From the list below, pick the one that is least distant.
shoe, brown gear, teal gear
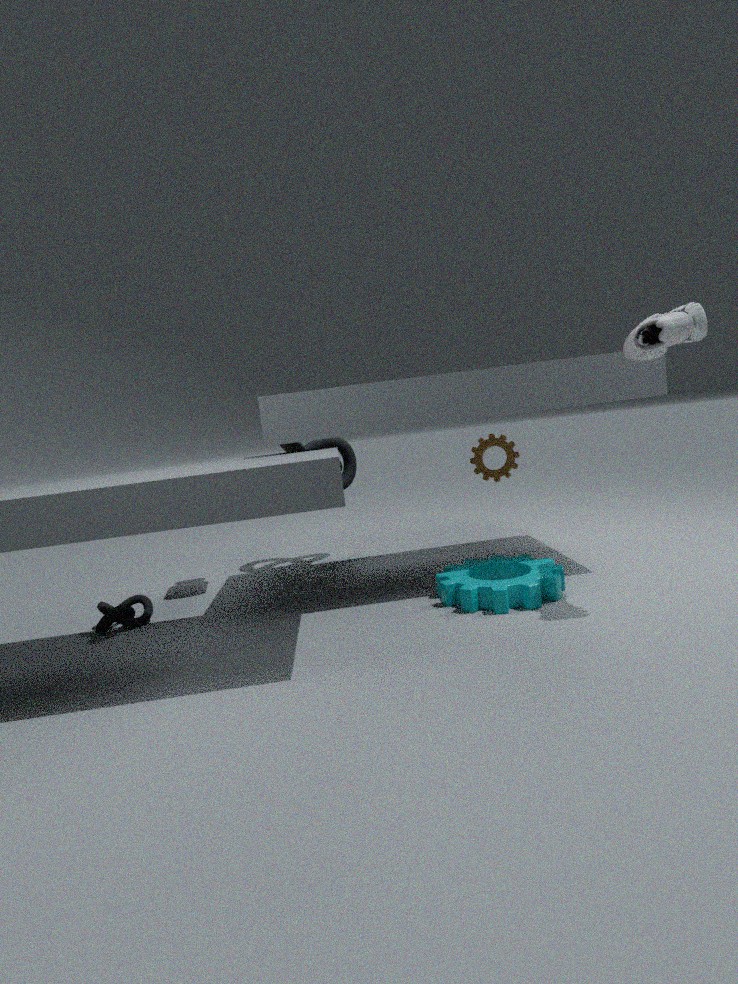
shoe
